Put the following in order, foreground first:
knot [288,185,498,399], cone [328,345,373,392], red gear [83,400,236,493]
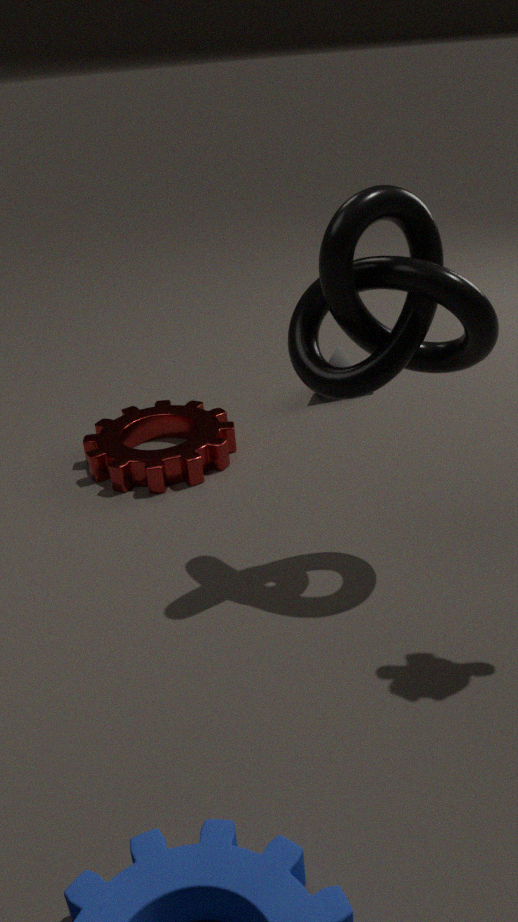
1. knot [288,185,498,399]
2. red gear [83,400,236,493]
3. cone [328,345,373,392]
